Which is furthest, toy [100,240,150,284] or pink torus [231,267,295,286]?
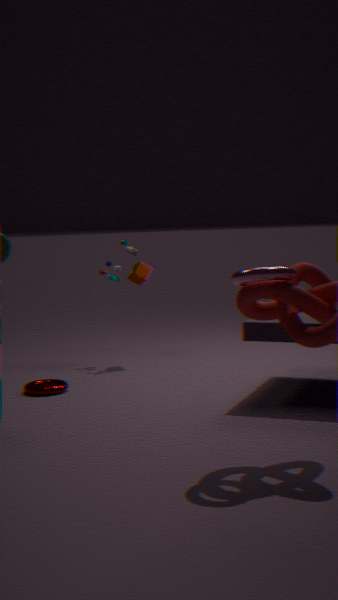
toy [100,240,150,284]
